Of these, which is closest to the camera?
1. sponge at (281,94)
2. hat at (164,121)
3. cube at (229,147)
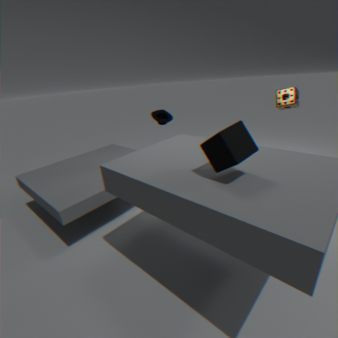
cube at (229,147)
